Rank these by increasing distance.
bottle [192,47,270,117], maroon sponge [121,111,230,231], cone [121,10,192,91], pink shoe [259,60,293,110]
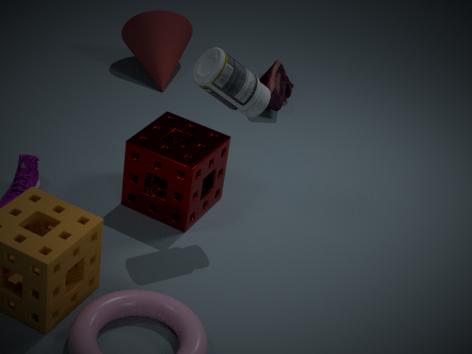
1. bottle [192,47,270,117]
2. maroon sponge [121,111,230,231]
3. pink shoe [259,60,293,110]
4. cone [121,10,192,91]
